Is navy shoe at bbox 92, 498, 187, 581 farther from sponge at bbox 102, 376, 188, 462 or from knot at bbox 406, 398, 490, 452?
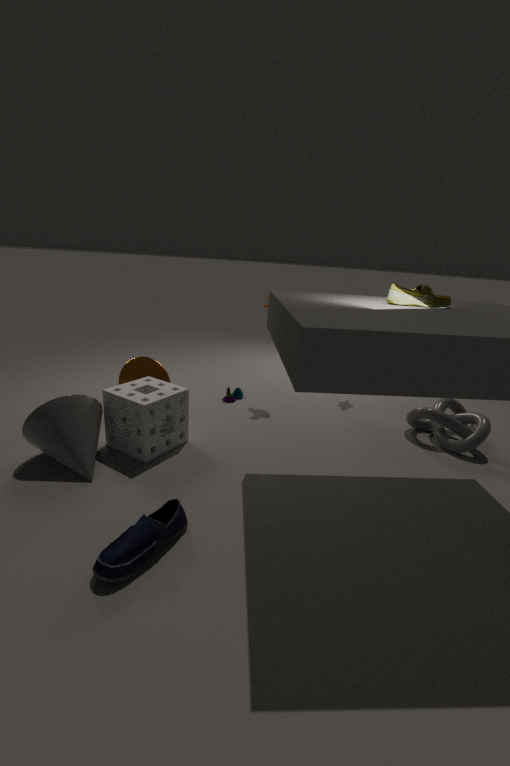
knot at bbox 406, 398, 490, 452
